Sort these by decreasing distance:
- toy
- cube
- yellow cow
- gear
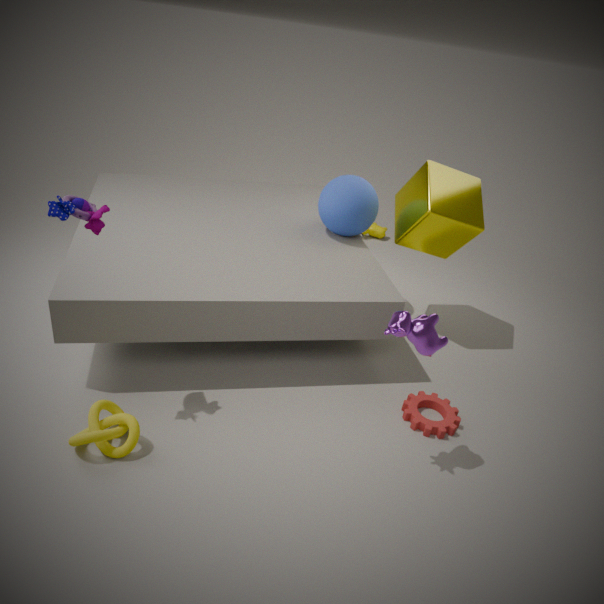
1. yellow cow
2. cube
3. gear
4. toy
